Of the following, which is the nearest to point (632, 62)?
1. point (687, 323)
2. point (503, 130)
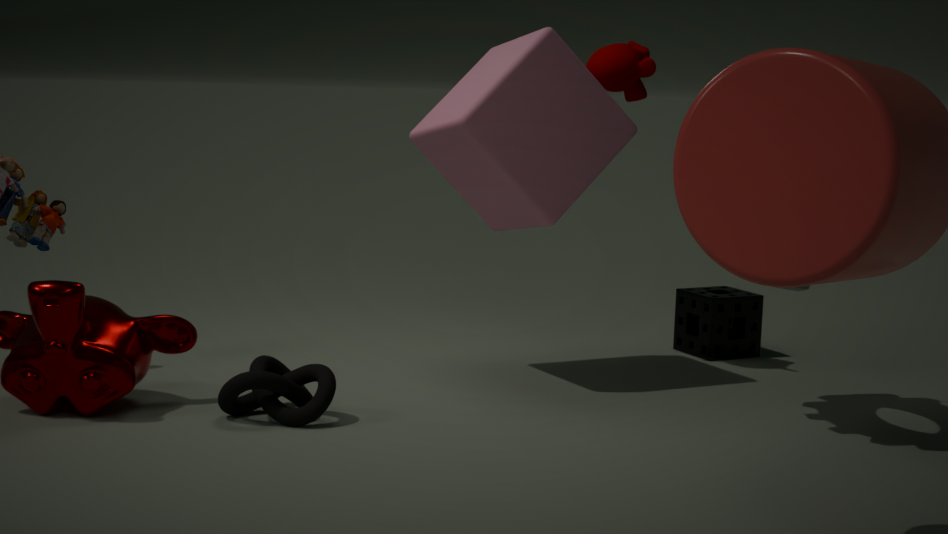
point (503, 130)
